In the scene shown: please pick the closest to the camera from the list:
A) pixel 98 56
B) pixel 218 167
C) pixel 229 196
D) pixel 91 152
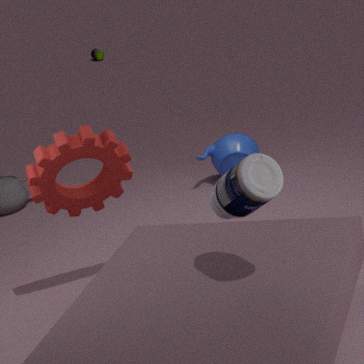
pixel 229 196
